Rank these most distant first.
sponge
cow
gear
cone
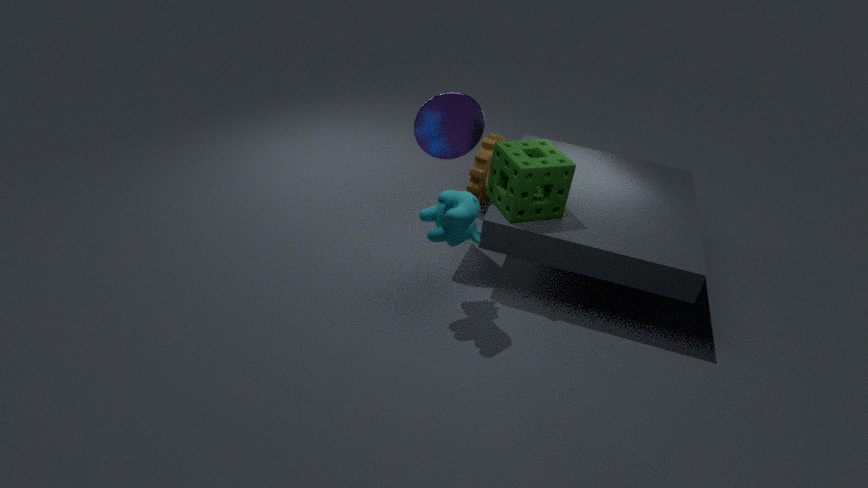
gear
cone
sponge
cow
